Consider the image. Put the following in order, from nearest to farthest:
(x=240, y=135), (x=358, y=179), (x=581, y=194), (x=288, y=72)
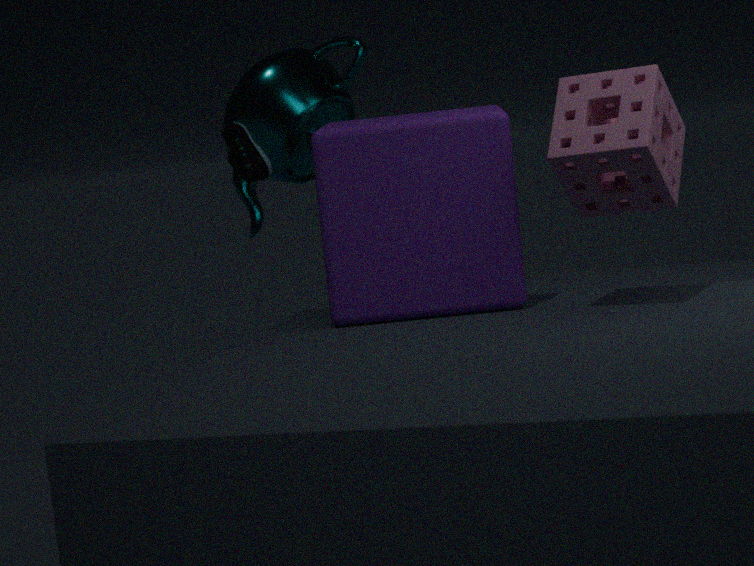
(x=581, y=194) → (x=358, y=179) → (x=240, y=135) → (x=288, y=72)
